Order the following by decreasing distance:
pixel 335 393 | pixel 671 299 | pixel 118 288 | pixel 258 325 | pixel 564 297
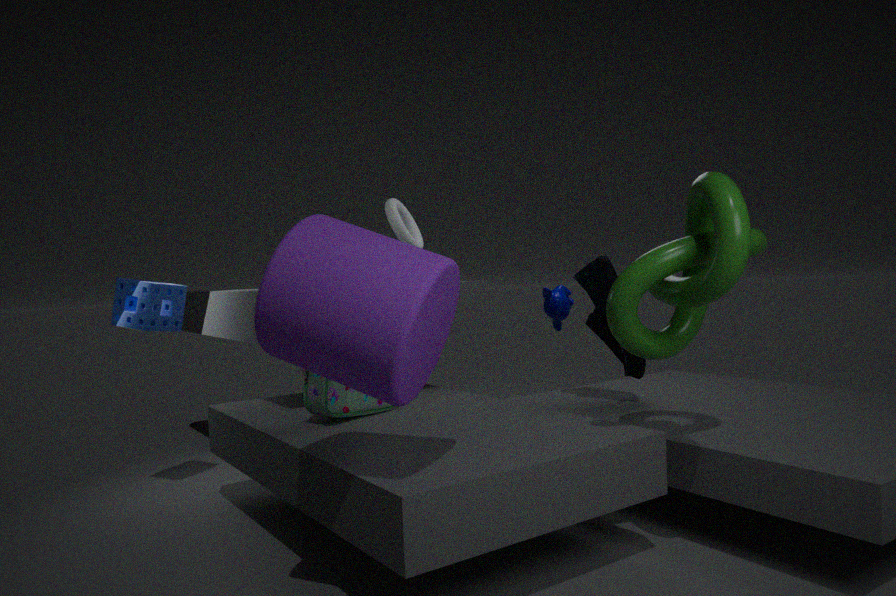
pixel 564 297, pixel 118 288, pixel 335 393, pixel 671 299, pixel 258 325
